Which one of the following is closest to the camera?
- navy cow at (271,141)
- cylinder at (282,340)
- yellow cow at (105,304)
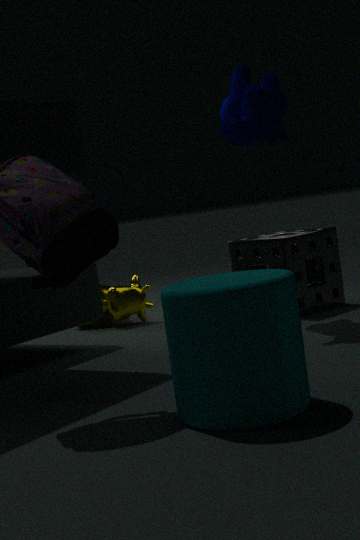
cylinder at (282,340)
